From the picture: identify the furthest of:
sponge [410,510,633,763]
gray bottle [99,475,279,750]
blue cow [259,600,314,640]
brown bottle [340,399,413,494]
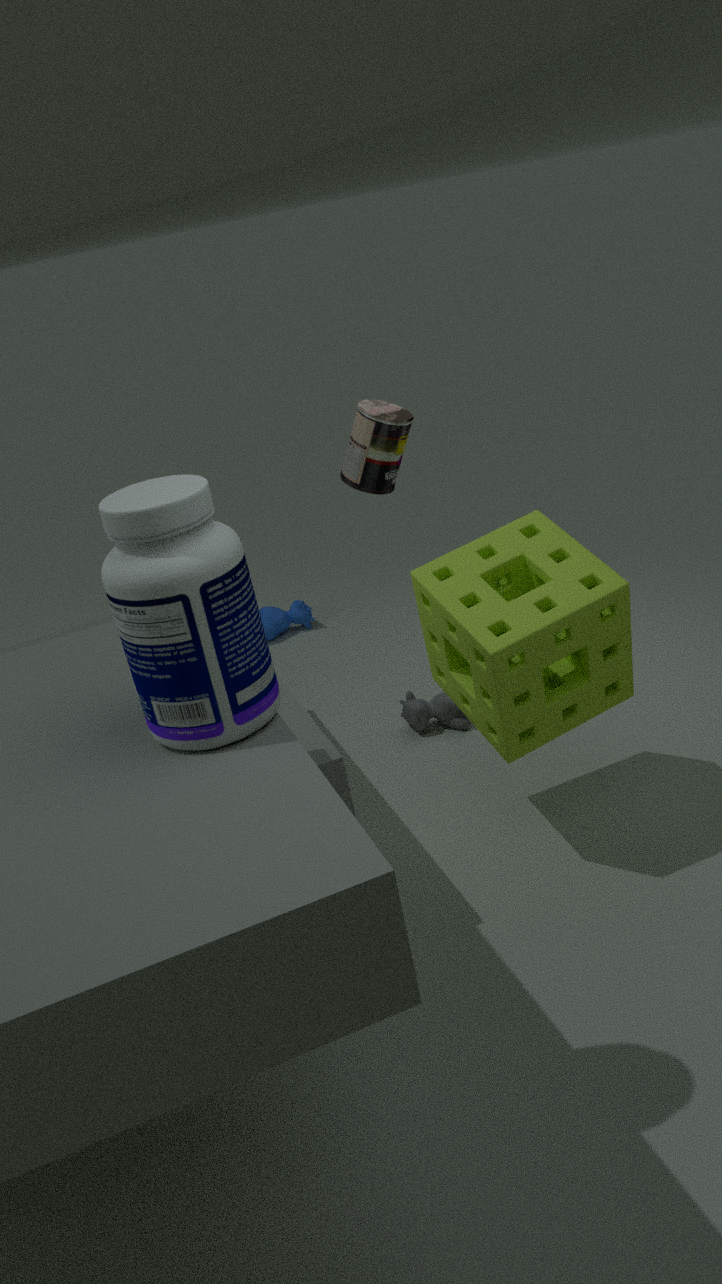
blue cow [259,600,314,640]
